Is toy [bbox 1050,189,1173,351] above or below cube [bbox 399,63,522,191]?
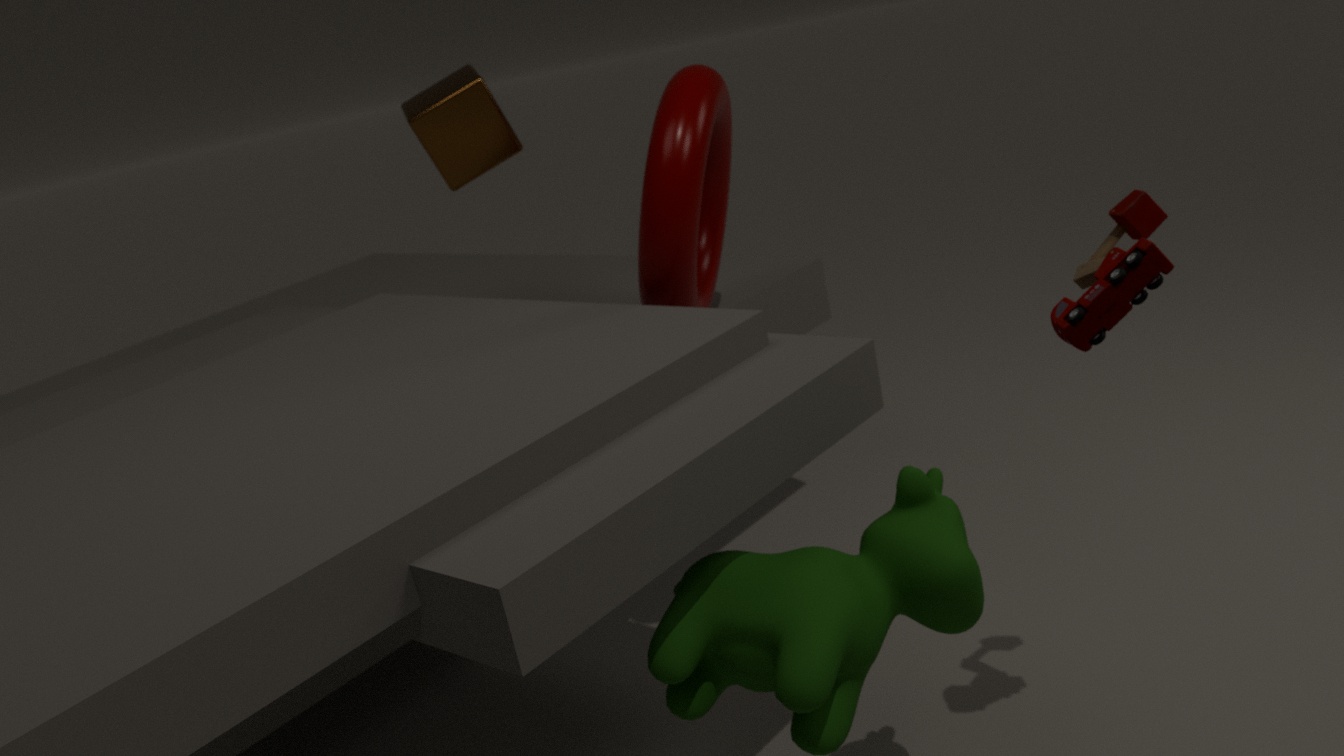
below
